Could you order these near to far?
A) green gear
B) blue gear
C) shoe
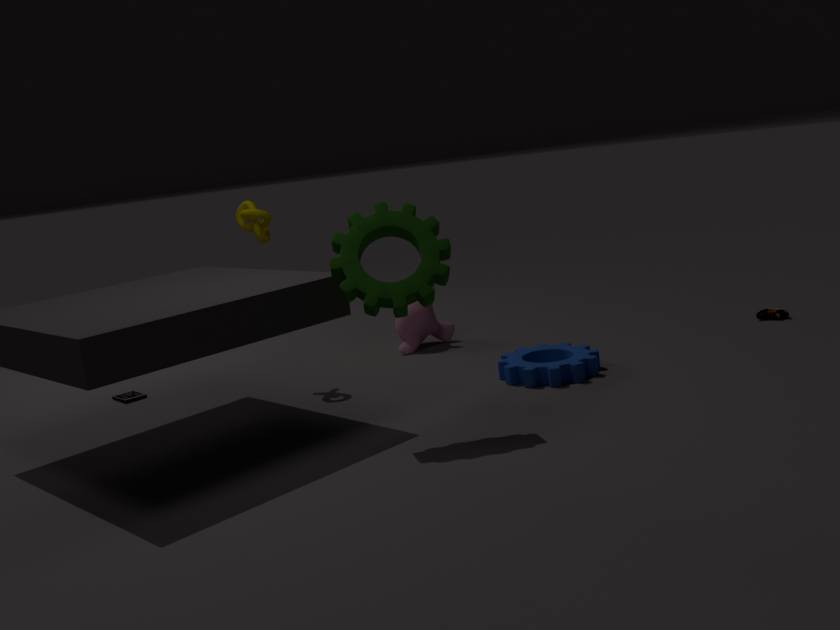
A. green gear, B. blue gear, C. shoe
